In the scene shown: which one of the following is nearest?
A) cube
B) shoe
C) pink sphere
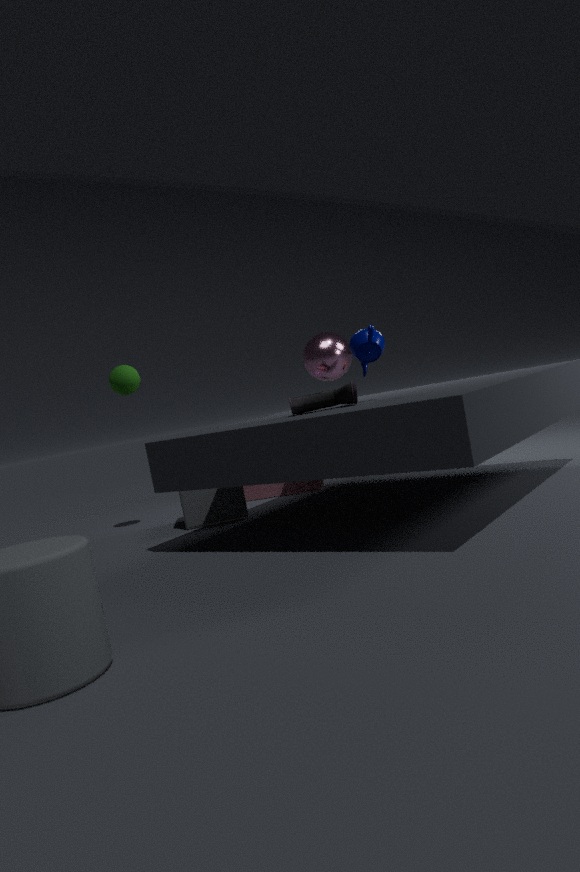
shoe
